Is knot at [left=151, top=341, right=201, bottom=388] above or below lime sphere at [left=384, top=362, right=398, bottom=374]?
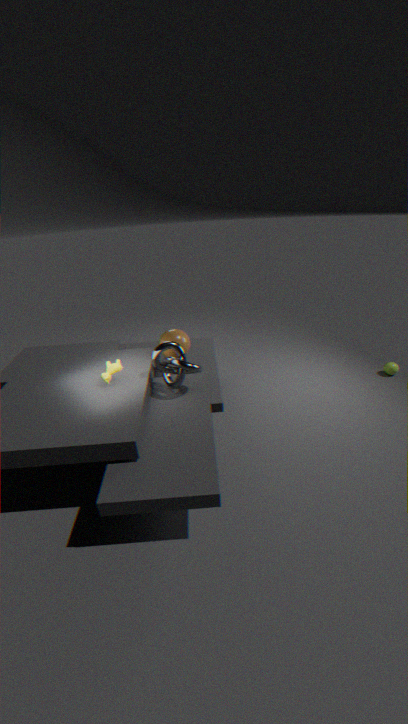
above
